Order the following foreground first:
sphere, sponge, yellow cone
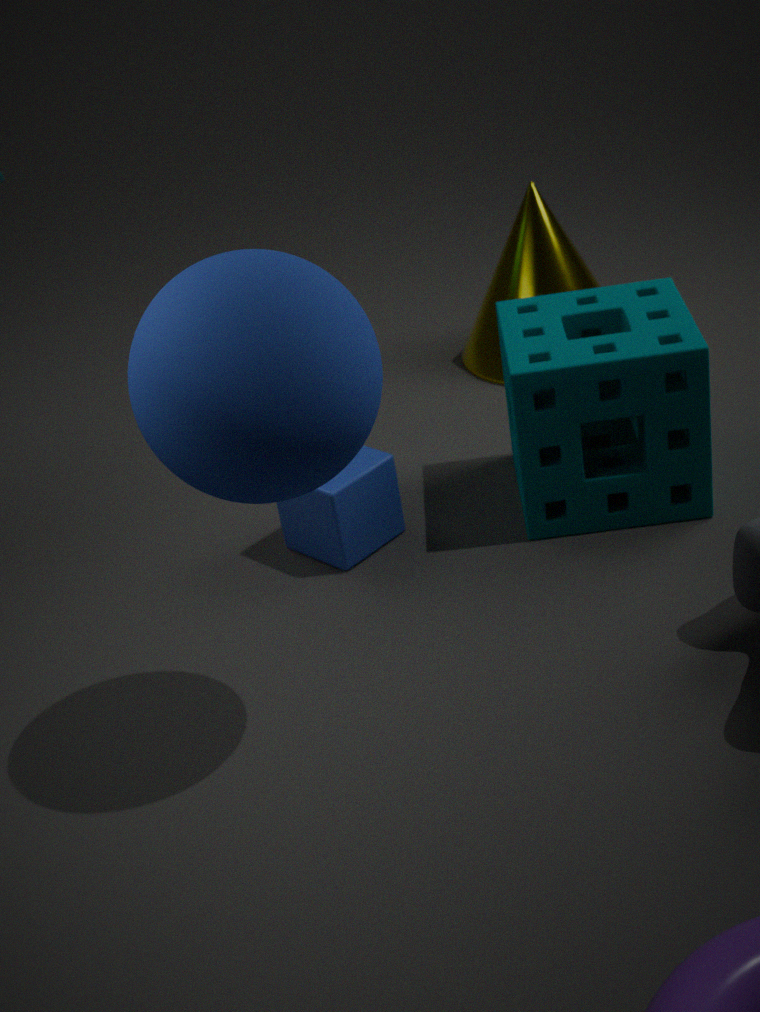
sphere → sponge → yellow cone
